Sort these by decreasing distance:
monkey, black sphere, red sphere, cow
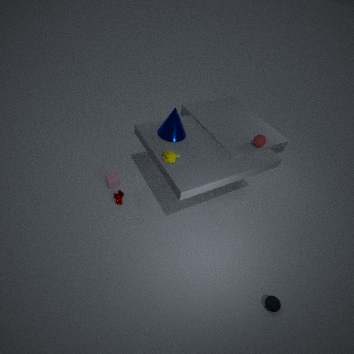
cow → red sphere → monkey → black sphere
